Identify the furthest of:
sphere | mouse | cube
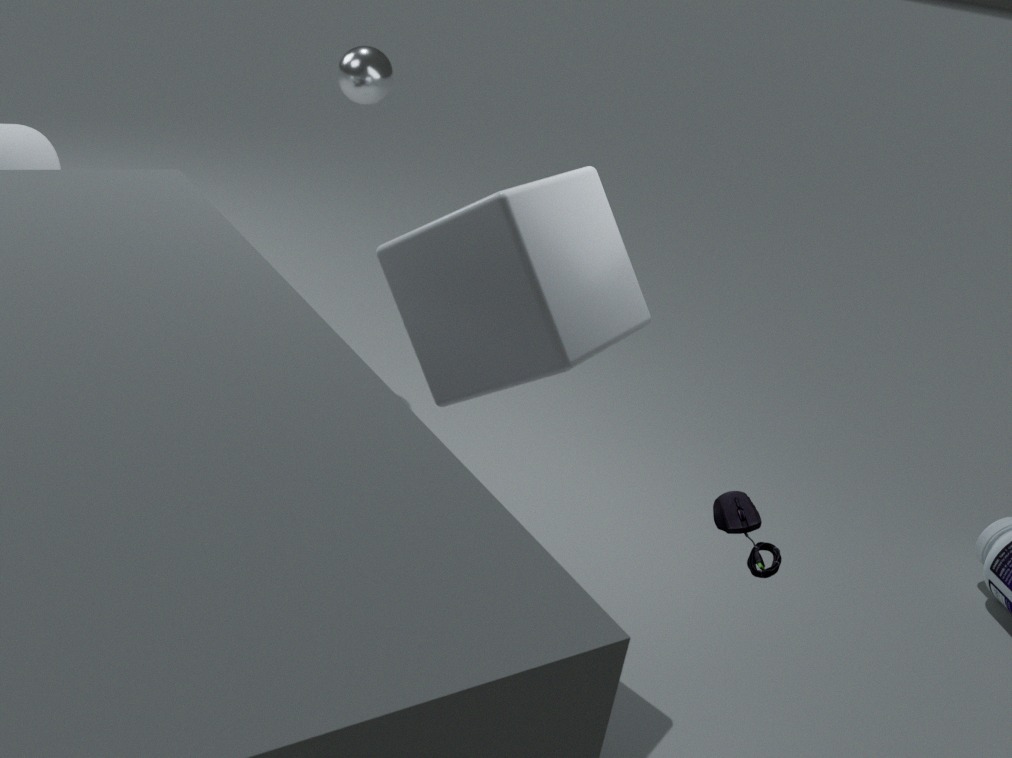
sphere
